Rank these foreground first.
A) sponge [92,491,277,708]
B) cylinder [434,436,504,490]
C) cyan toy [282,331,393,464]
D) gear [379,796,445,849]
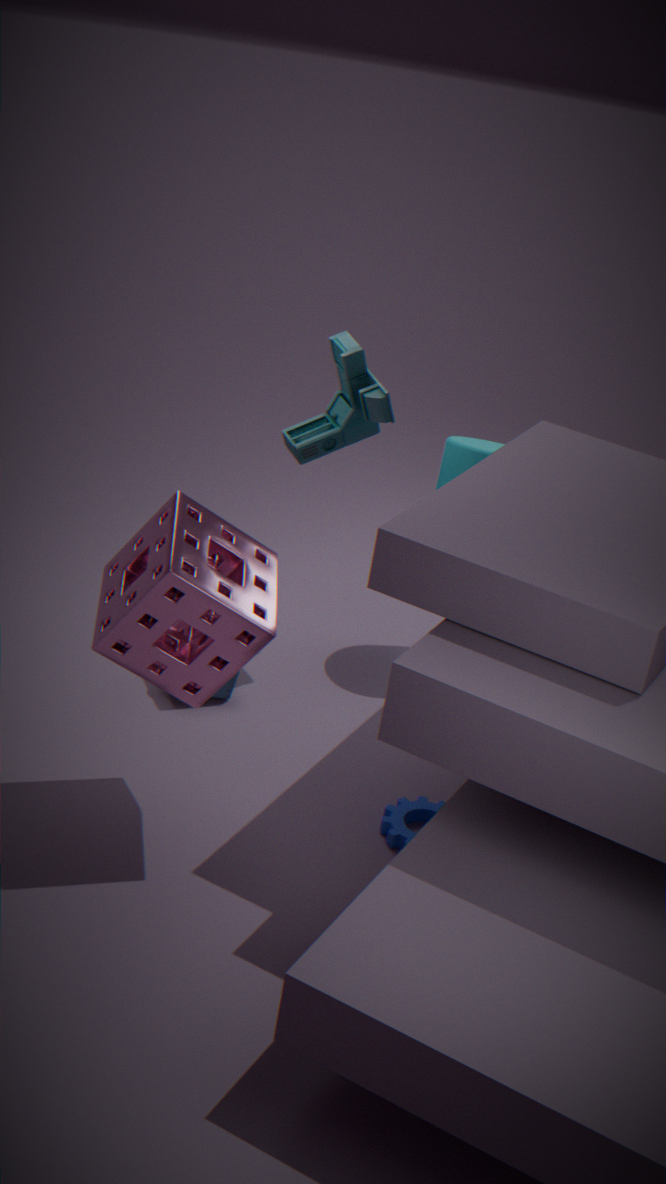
sponge [92,491,277,708]
gear [379,796,445,849]
cyan toy [282,331,393,464]
cylinder [434,436,504,490]
